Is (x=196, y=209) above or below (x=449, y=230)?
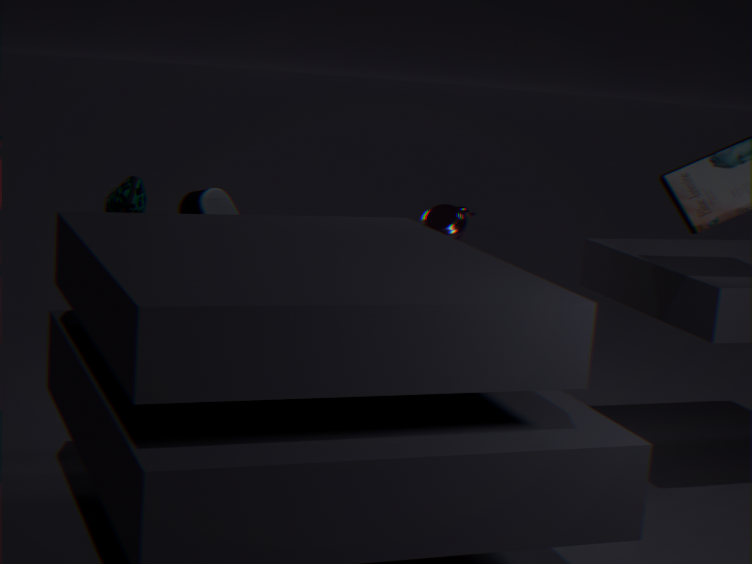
below
